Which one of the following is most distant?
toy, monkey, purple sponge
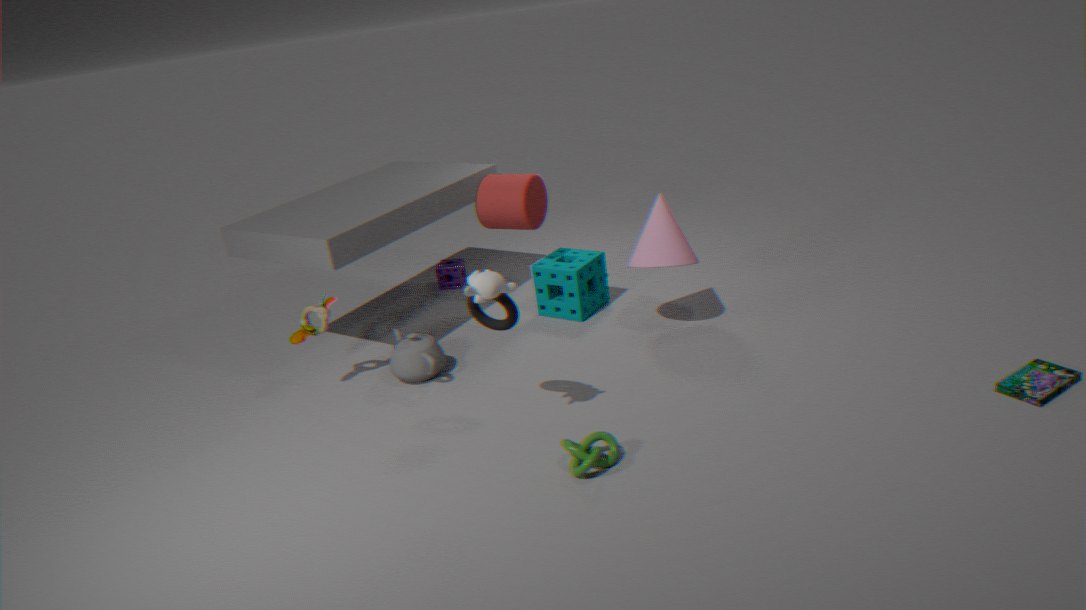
purple sponge
